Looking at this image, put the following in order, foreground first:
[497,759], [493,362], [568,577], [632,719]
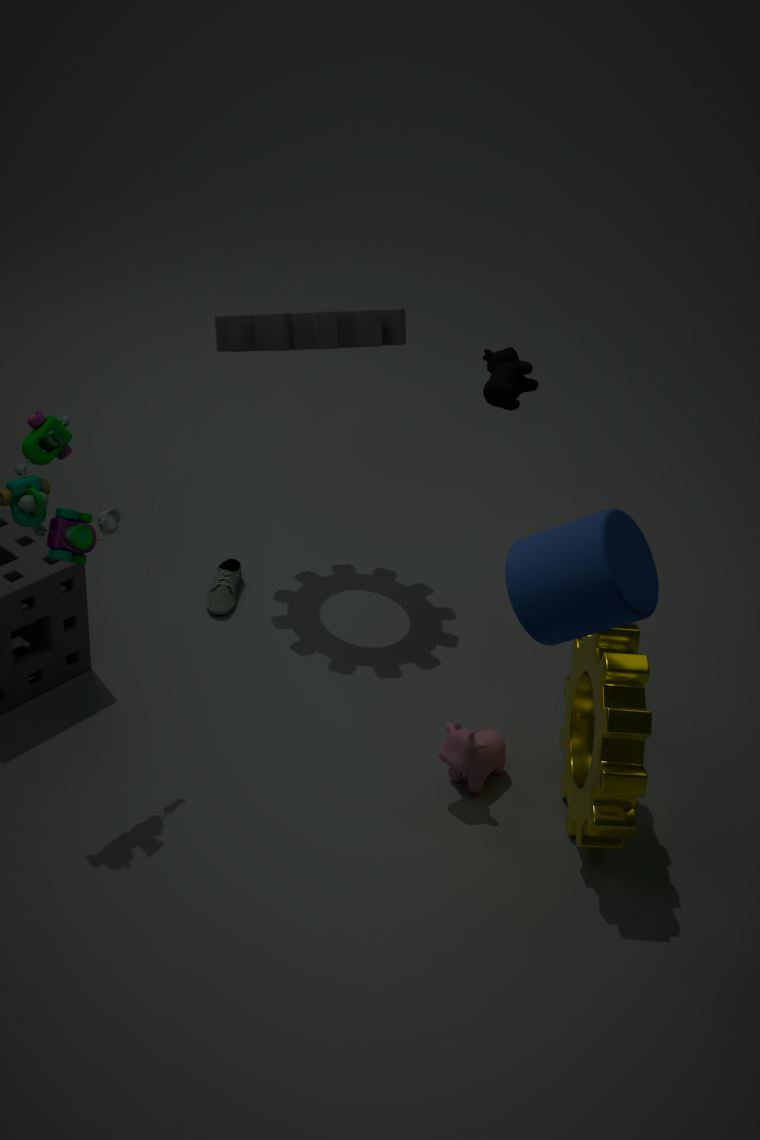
[568,577] < [632,719] < [497,759] < [493,362]
